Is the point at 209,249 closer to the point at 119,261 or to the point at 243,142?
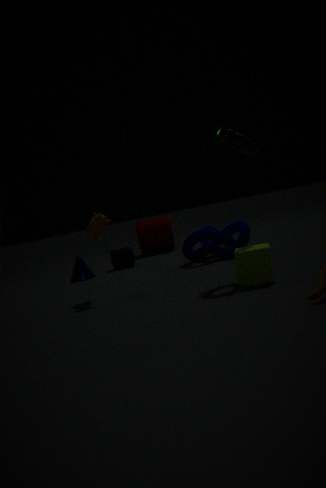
the point at 119,261
